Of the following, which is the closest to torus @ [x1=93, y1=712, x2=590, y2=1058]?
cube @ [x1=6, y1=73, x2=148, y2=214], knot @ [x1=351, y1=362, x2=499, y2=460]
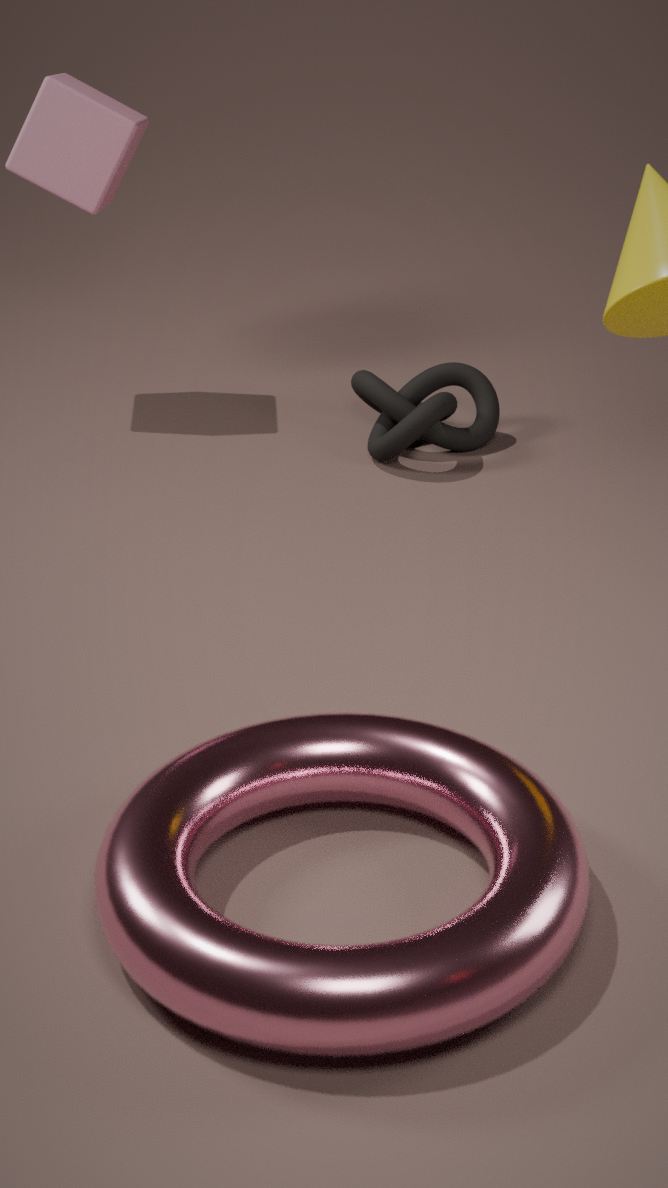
knot @ [x1=351, y1=362, x2=499, y2=460]
